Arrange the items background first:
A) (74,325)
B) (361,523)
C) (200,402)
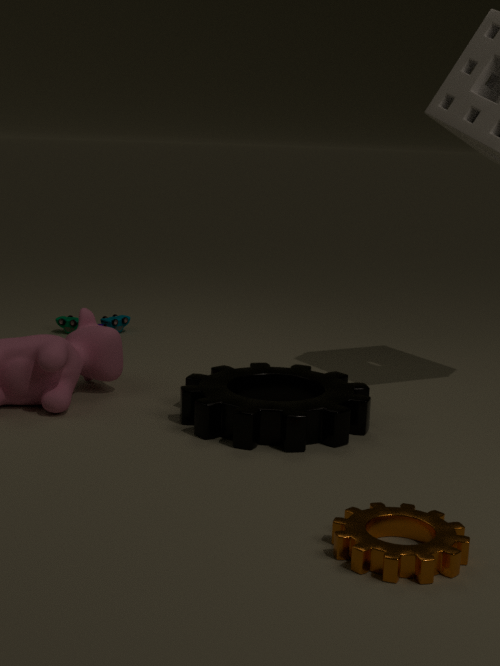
(74,325) → (200,402) → (361,523)
